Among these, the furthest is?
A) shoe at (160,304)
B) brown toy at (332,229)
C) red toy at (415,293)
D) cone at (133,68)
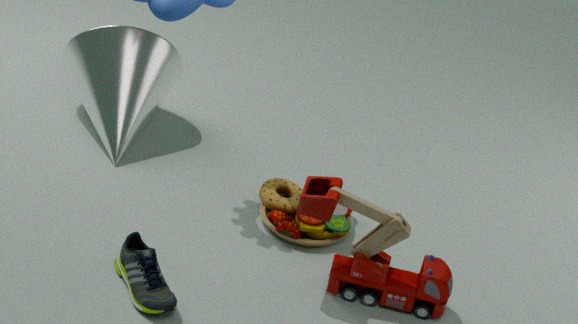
cone at (133,68)
